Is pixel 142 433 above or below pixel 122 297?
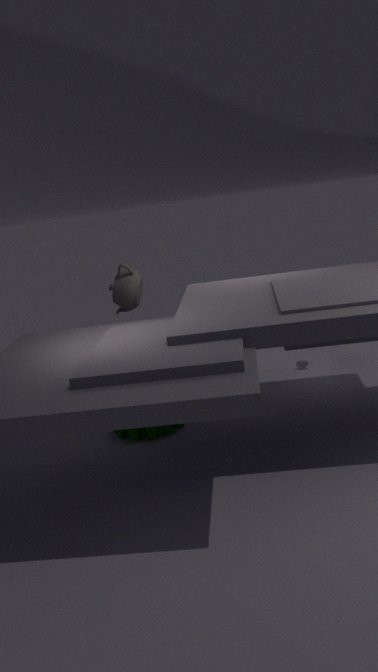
below
